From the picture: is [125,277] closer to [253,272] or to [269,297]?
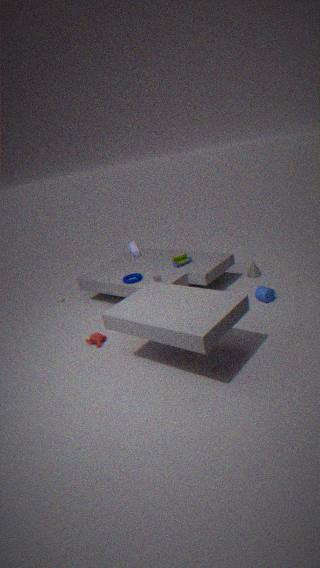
[269,297]
